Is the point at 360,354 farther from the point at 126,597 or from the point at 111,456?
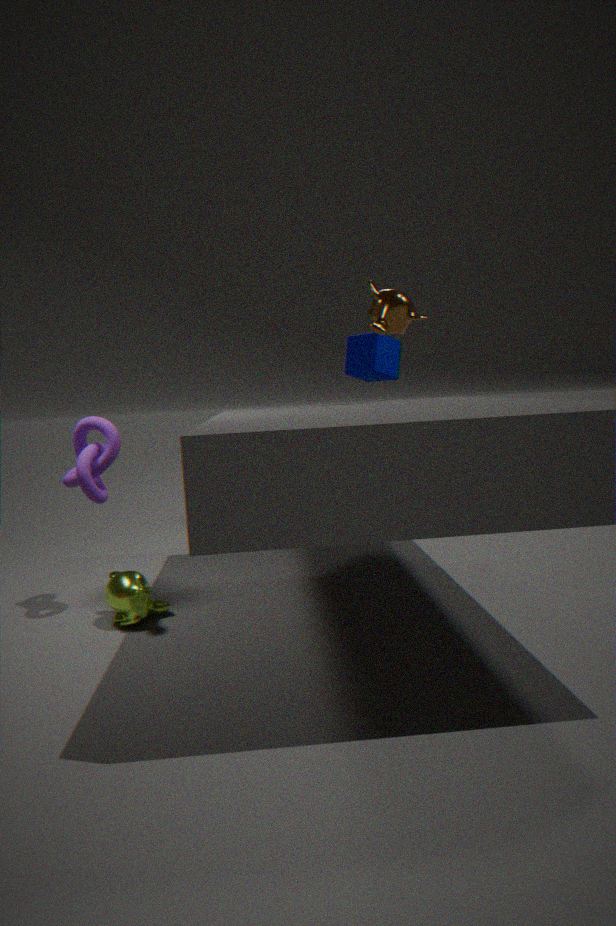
the point at 126,597
